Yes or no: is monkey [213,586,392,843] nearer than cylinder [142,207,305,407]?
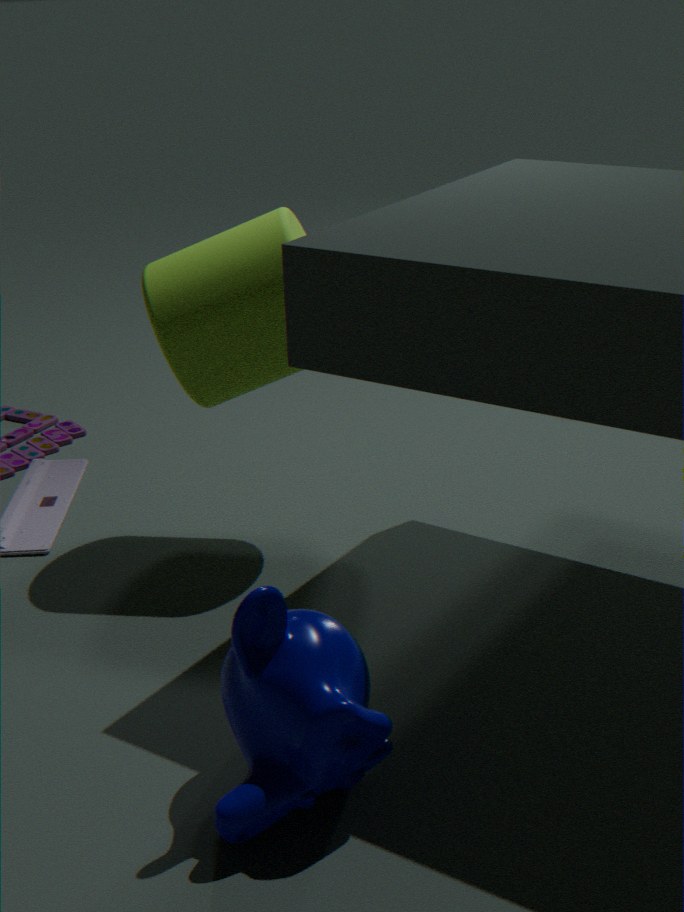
Yes
